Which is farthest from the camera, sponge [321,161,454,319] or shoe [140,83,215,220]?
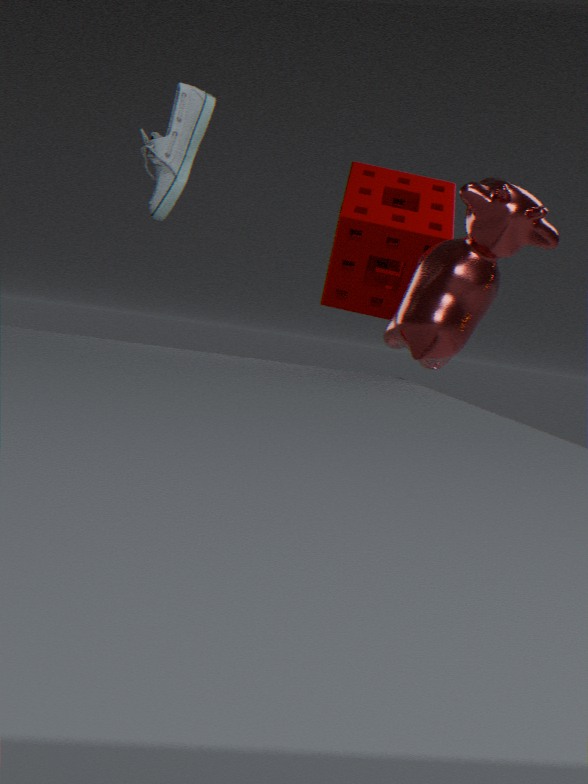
sponge [321,161,454,319]
